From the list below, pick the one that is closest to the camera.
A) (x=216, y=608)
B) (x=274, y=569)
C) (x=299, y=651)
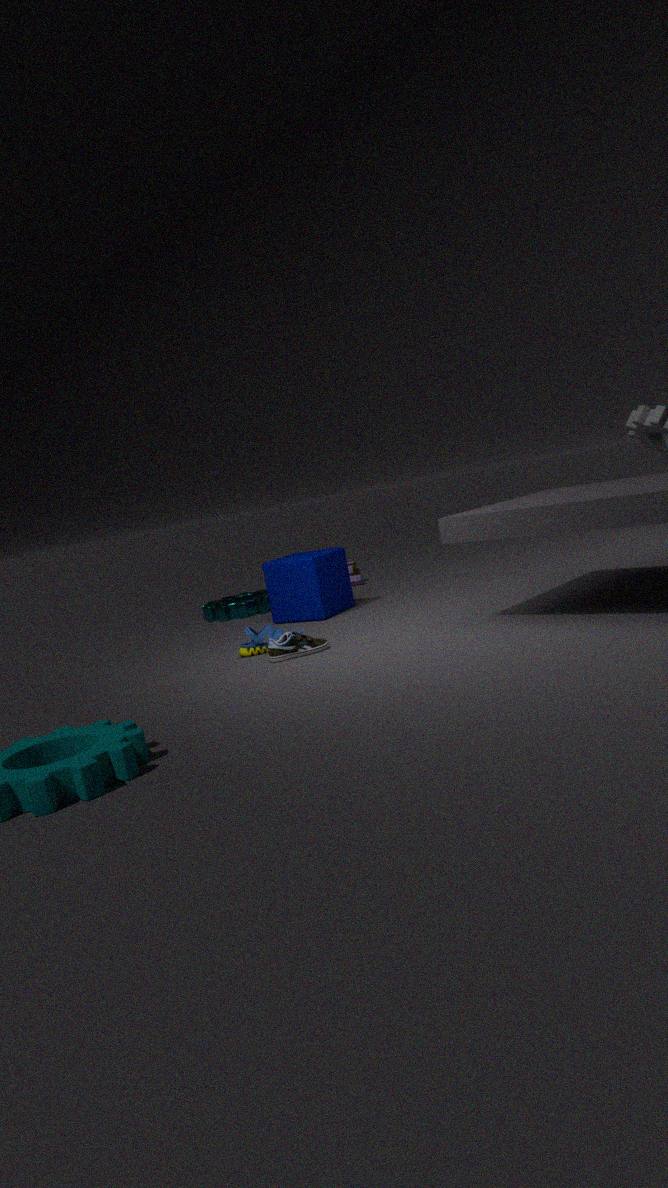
C. (x=299, y=651)
